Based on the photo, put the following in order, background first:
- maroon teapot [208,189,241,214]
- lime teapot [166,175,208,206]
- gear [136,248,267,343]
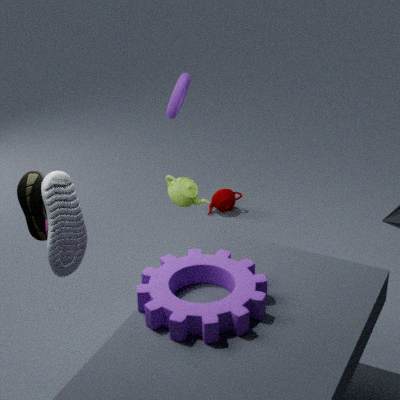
maroon teapot [208,189,241,214] → lime teapot [166,175,208,206] → gear [136,248,267,343]
